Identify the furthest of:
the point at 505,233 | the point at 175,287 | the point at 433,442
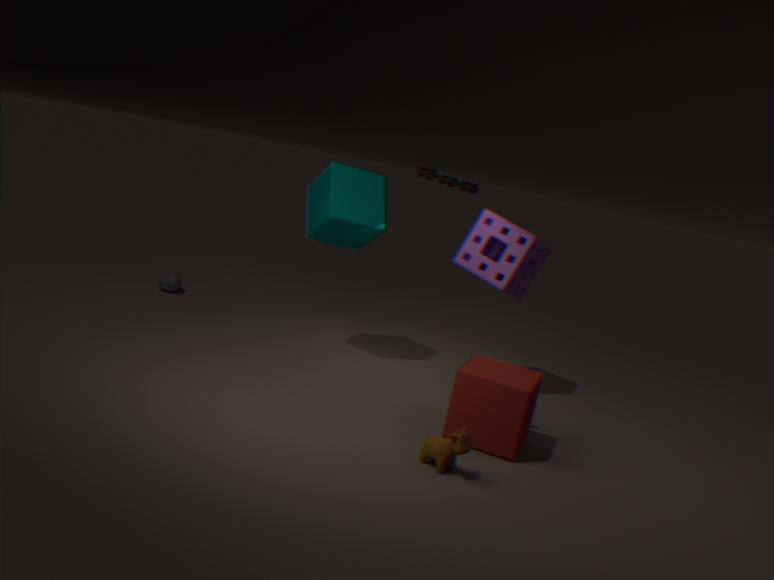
the point at 175,287
